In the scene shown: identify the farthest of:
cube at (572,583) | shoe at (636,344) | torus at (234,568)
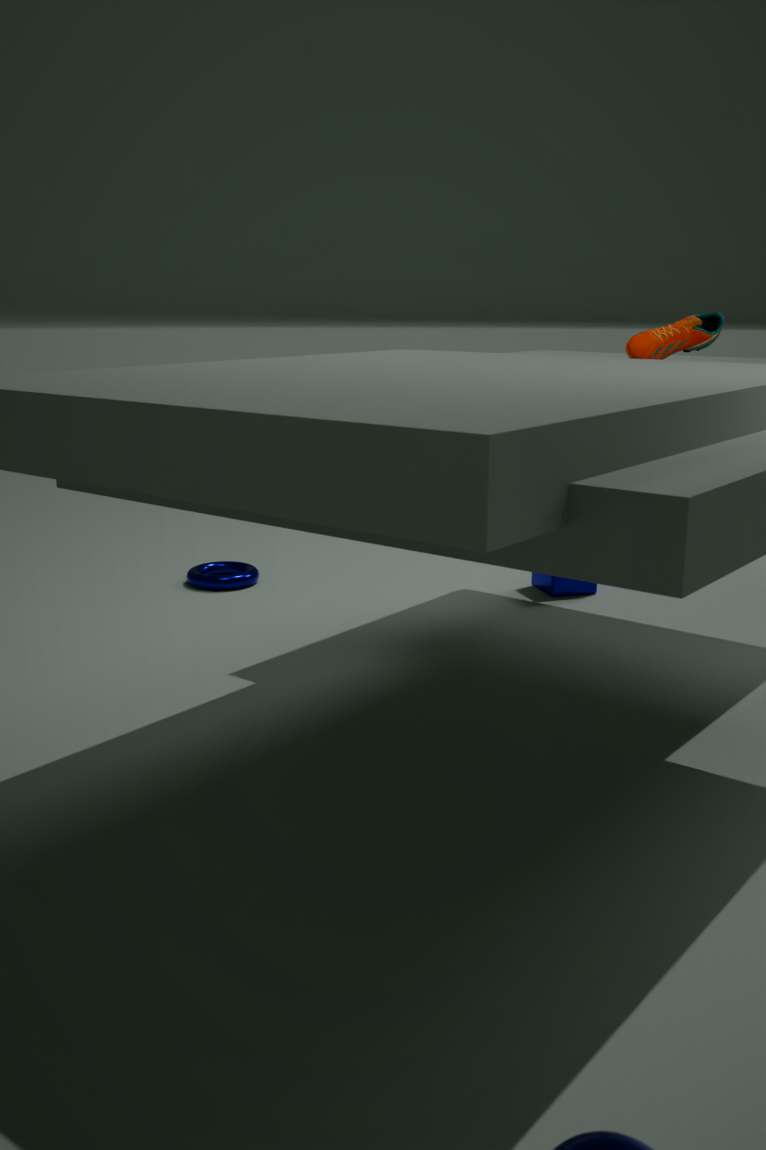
torus at (234,568)
